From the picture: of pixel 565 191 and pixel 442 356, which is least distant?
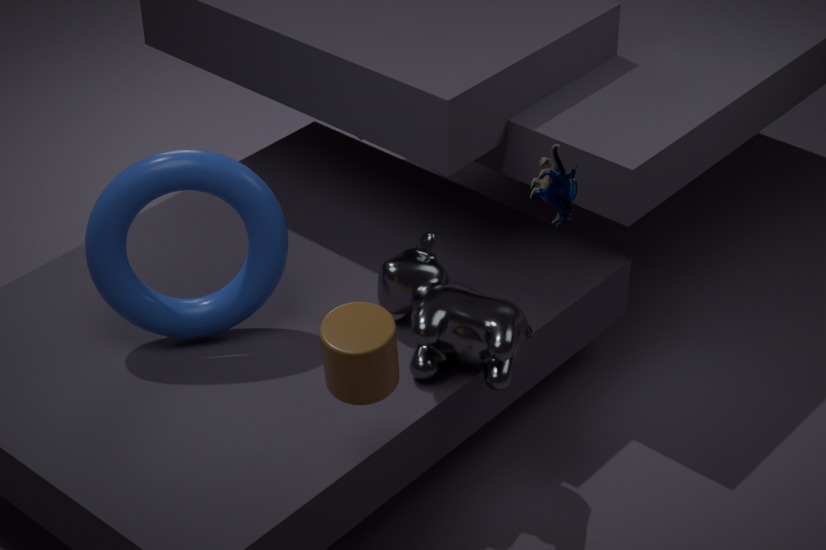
pixel 565 191
